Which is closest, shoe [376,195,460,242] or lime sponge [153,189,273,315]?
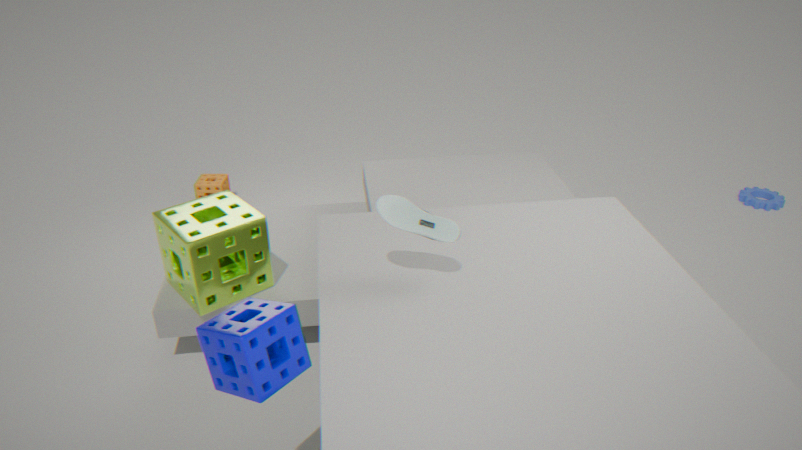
shoe [376,195,460,242]
